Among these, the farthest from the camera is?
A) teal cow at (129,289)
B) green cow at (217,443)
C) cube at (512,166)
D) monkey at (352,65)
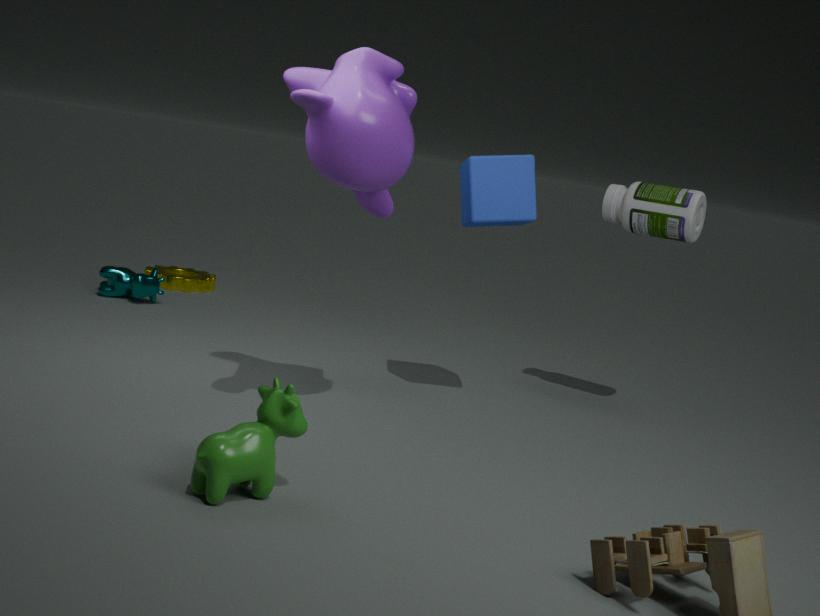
teal cow at (129,289)
